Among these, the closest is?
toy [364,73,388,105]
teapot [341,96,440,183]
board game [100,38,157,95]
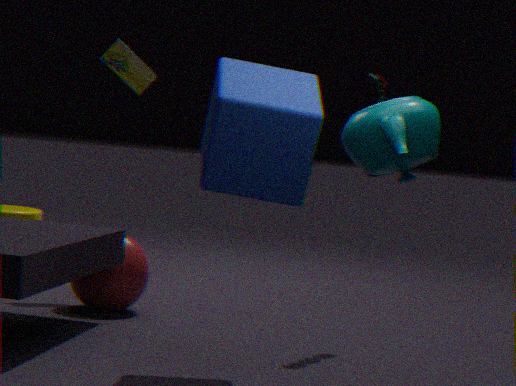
teapot [341,96,440,183]
